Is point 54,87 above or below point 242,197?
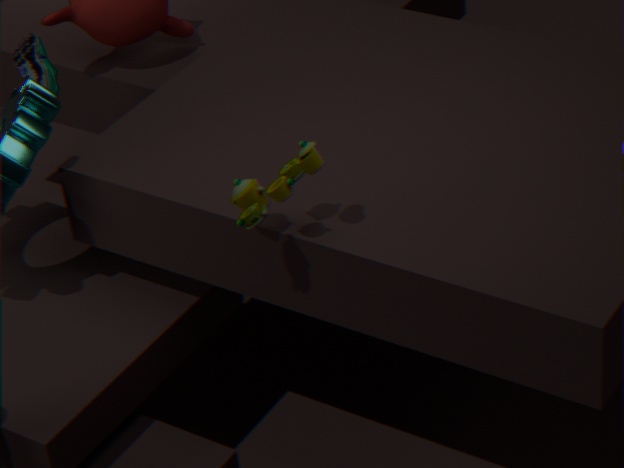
below
